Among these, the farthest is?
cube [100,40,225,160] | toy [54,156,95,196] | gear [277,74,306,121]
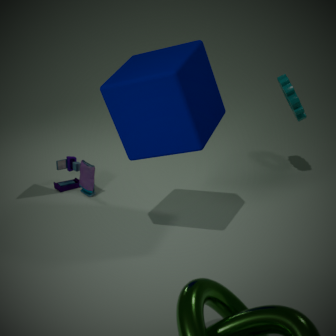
gear [277,74,306,121]
